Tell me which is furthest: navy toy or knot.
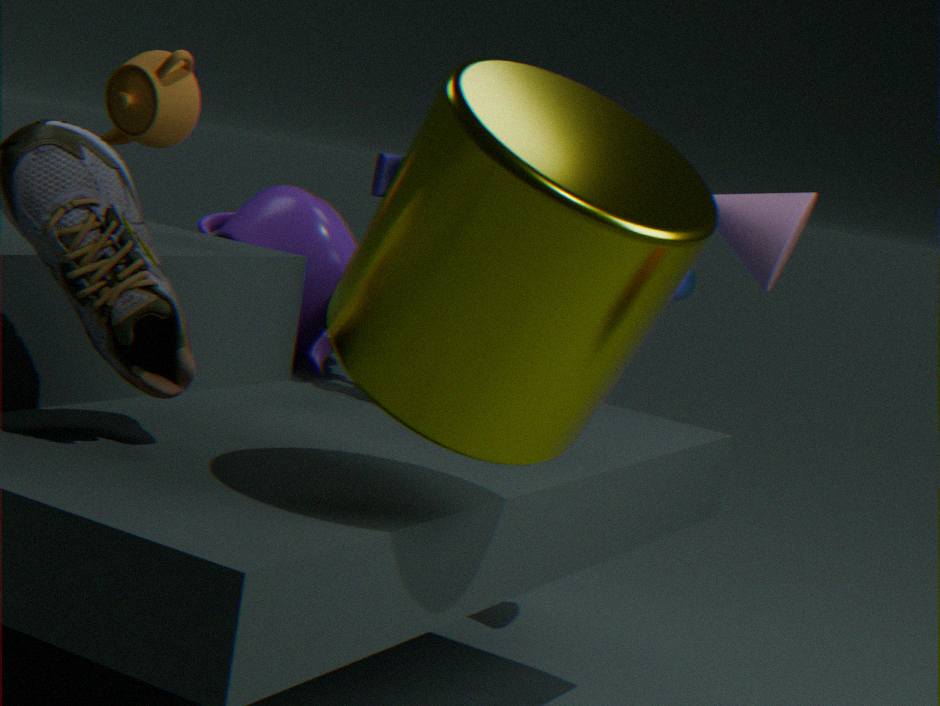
knot
